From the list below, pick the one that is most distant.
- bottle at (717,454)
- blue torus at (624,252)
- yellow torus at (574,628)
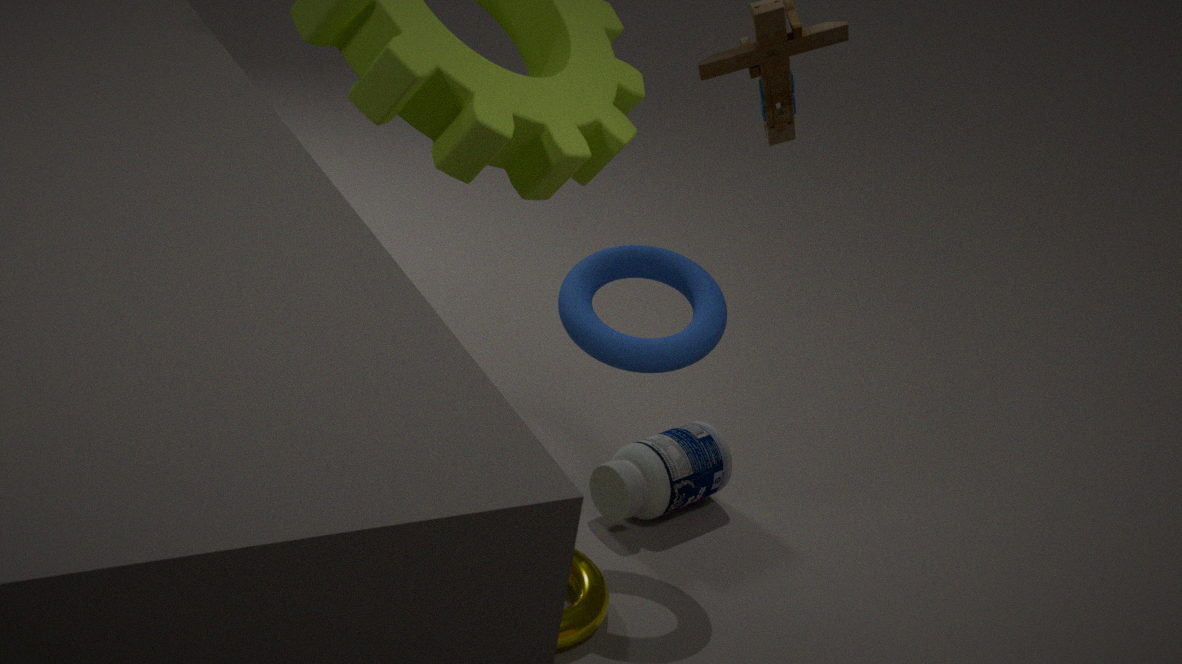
bottle at (717,454)
